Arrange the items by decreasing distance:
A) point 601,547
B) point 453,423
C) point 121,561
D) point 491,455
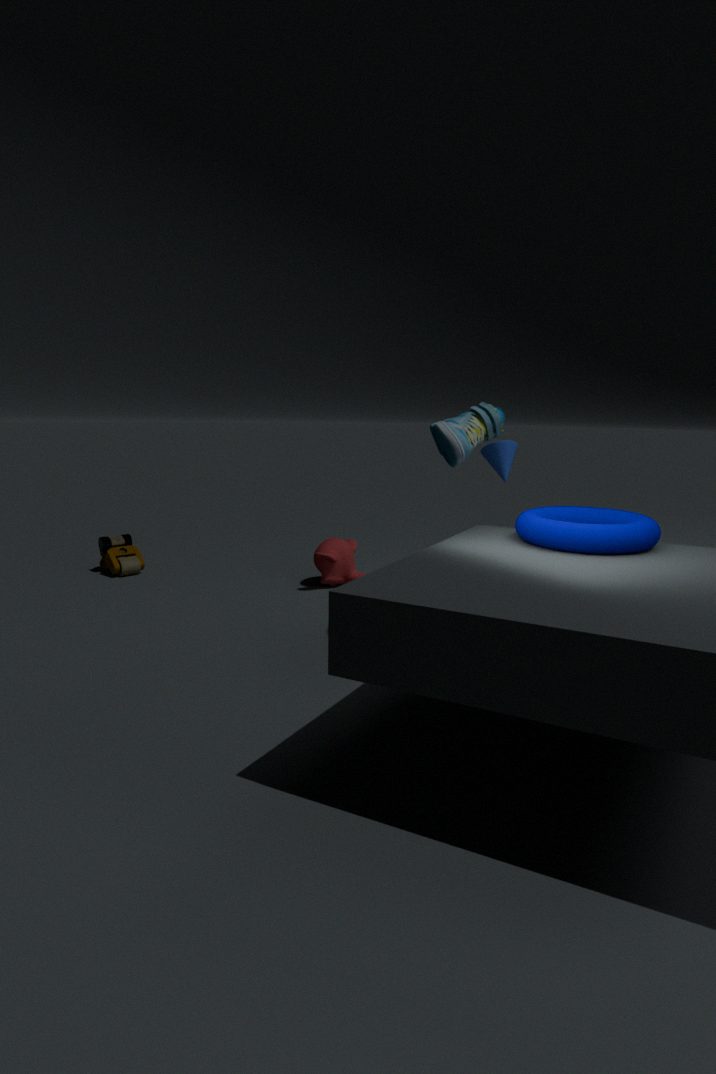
point 121,561 → point 491,455 → point 453,423 → point 601,547
